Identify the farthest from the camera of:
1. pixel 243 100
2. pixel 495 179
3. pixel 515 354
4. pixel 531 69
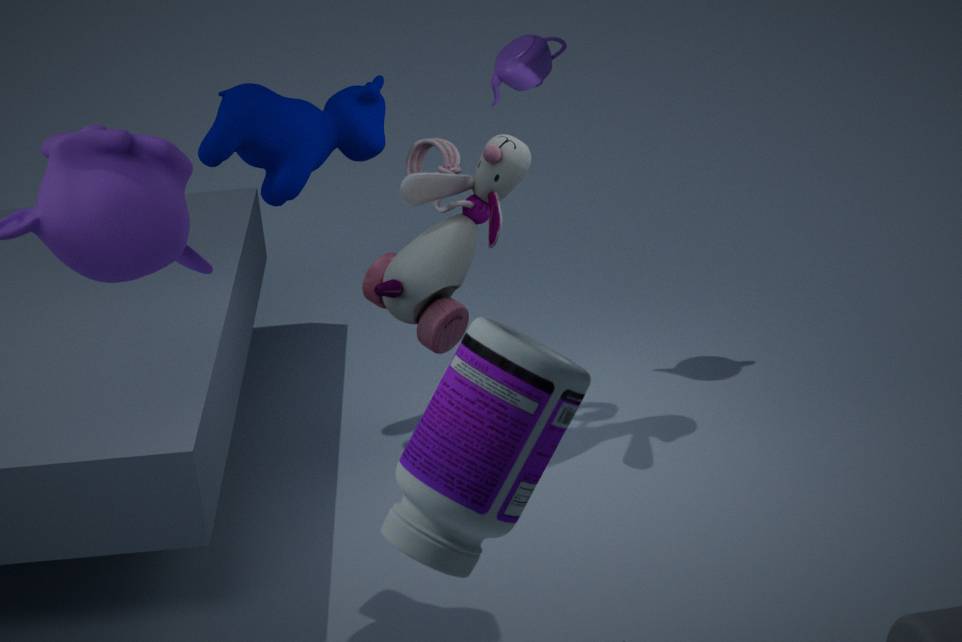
pixel 531 69
